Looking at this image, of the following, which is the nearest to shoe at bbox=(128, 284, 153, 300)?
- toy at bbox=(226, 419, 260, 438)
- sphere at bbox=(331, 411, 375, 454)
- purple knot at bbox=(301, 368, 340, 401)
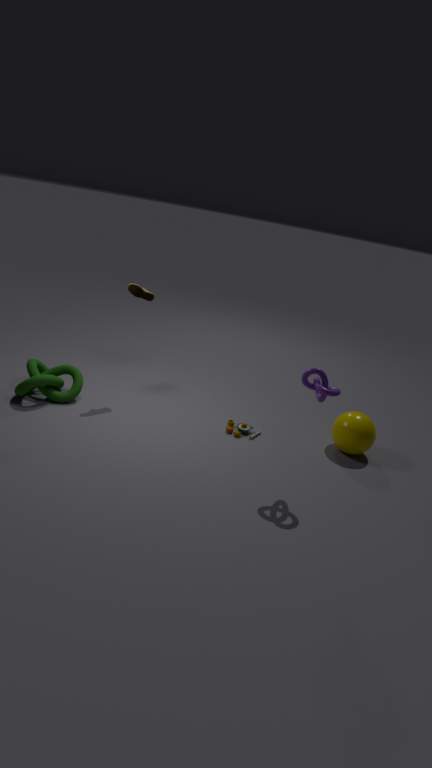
toy at bbox=(226, 419, 260, 438)
